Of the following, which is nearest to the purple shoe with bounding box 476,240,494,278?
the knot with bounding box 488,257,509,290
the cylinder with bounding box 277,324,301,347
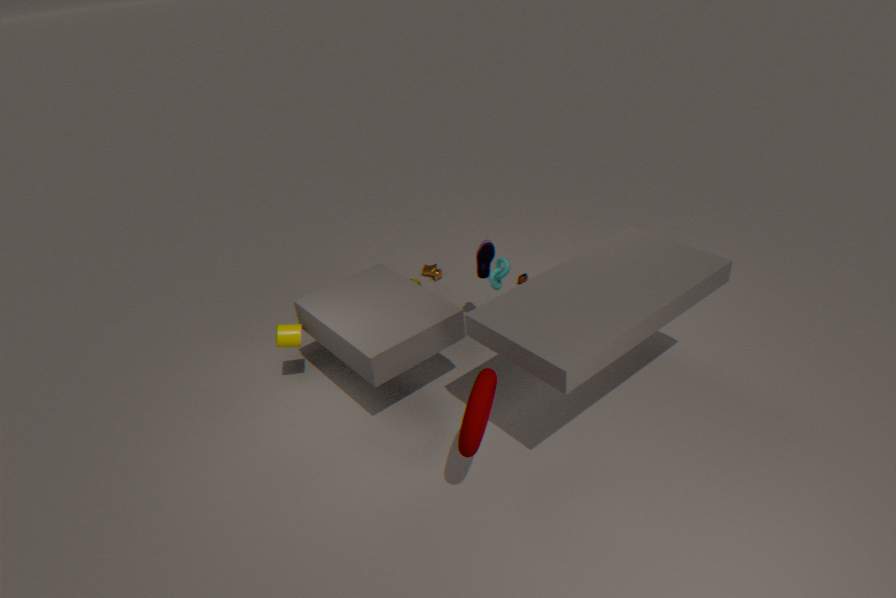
the knot with bounding box 488,257,509,290
